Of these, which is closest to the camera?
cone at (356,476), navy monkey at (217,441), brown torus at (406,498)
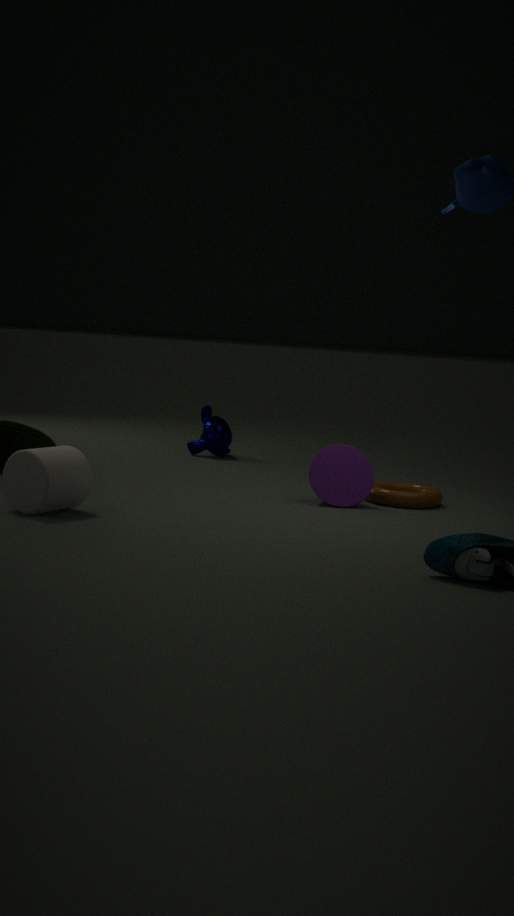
cone at (356,476)
